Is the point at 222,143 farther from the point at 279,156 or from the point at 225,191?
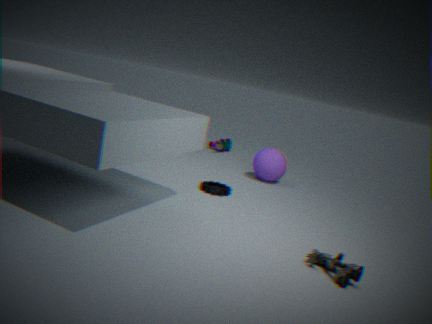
the point at 225,191
